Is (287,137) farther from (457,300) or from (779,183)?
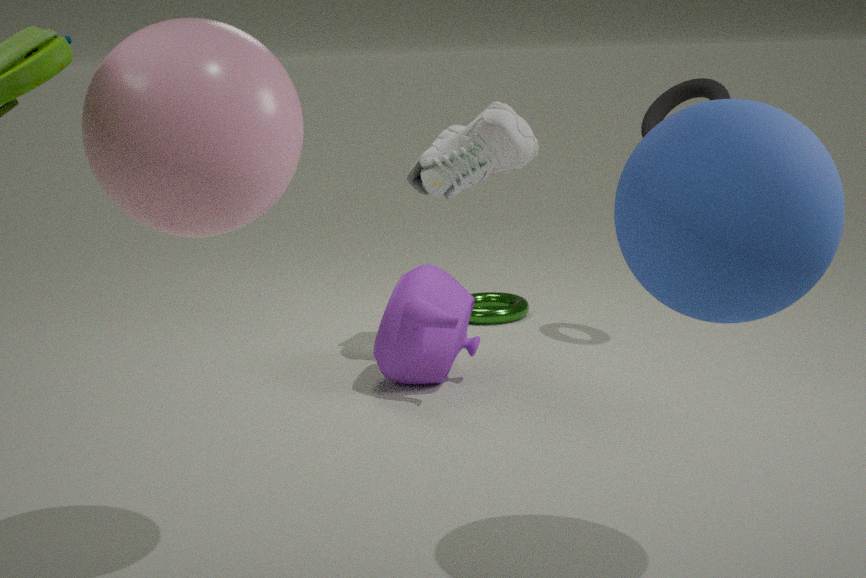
(457,300)
